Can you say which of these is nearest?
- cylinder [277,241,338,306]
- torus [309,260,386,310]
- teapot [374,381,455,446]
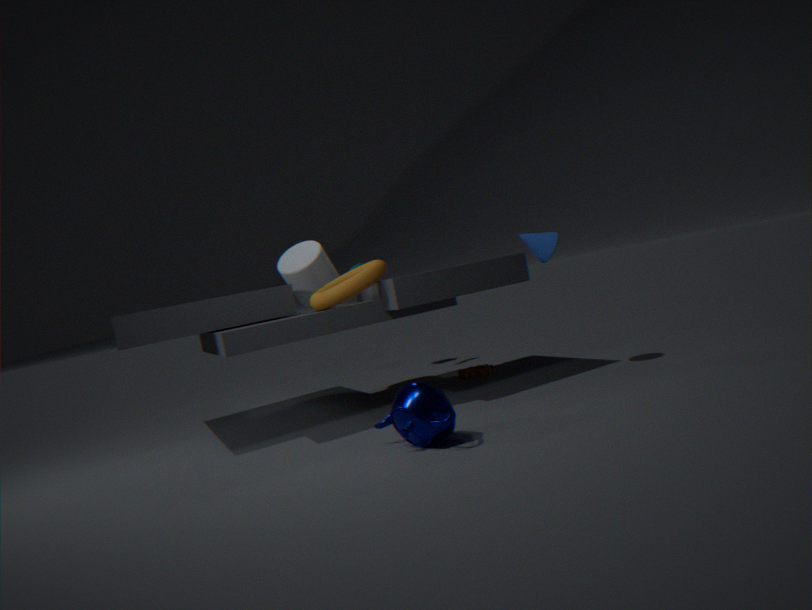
teapot [374,381,455,446]
